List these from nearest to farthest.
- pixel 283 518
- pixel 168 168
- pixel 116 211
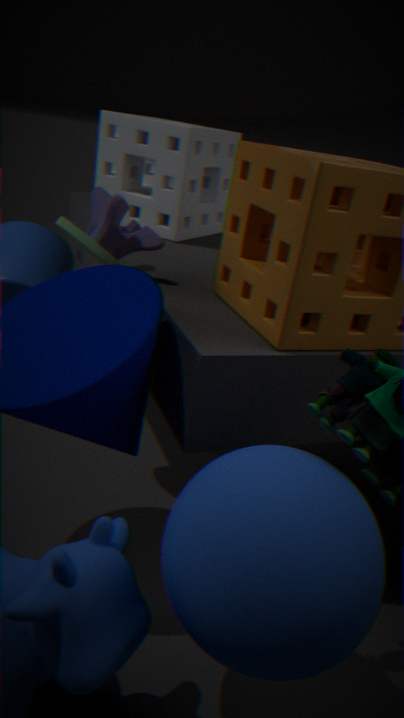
pixel 283 518 < pixel 116 211 < pixel 168 168
